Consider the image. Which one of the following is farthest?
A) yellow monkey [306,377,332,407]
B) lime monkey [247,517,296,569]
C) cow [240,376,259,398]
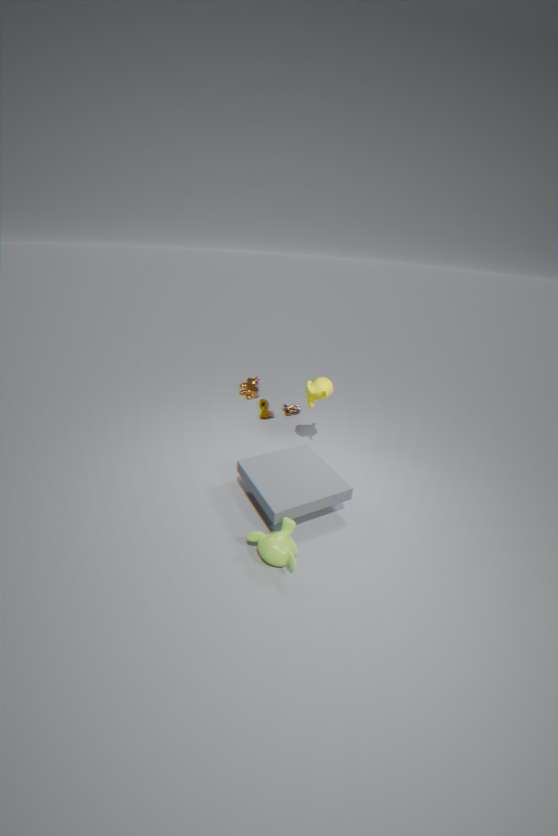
cow [240,376,259,398]
